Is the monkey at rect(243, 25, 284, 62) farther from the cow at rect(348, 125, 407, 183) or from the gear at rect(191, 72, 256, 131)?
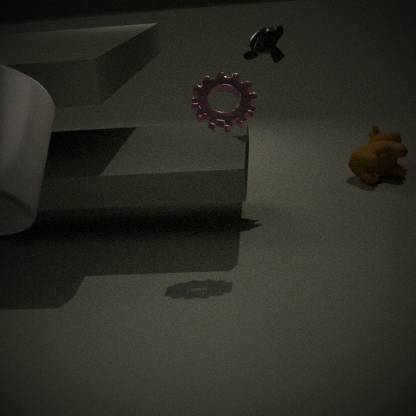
the cow at rect(348, 125, 407, 183)
